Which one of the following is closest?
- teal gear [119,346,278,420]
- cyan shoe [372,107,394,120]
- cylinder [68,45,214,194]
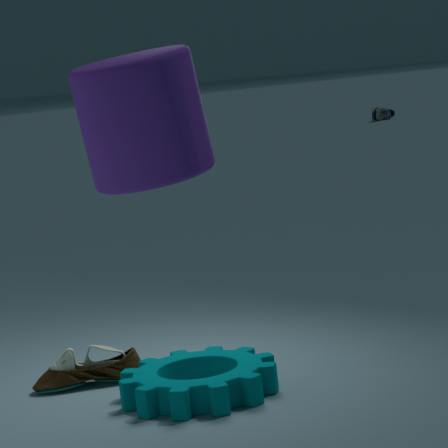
cylinder [68,45,214,194]
